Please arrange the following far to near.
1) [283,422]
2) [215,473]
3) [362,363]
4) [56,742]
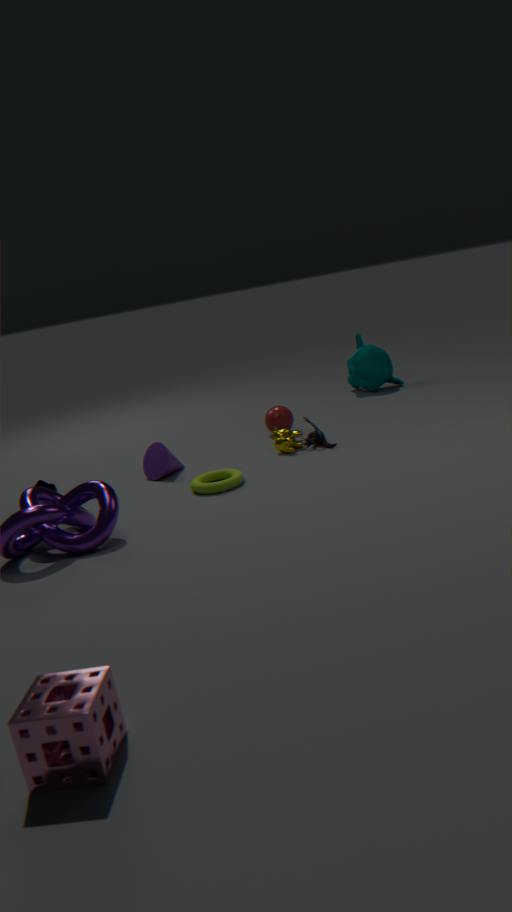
3. [362,363], 1. [283,422], 2. [215,473], 4. [56,742]
